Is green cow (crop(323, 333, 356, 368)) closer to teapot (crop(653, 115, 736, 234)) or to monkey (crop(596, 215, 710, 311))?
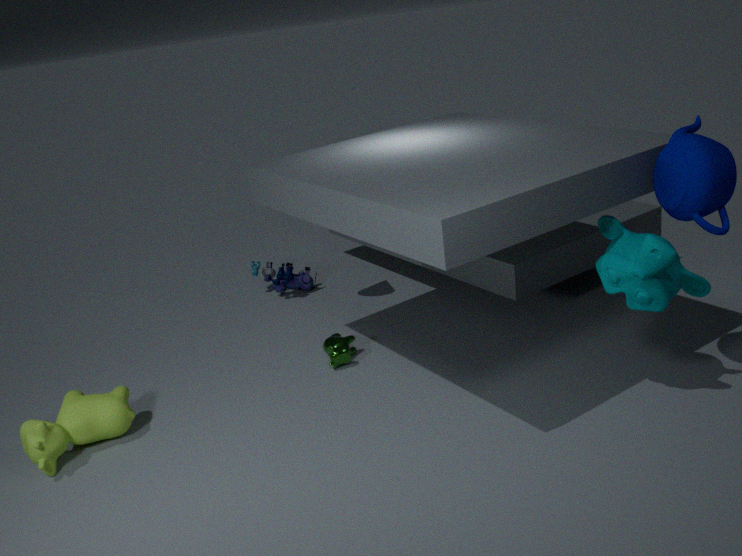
monkey (crop(596, 215, 710, 311))
